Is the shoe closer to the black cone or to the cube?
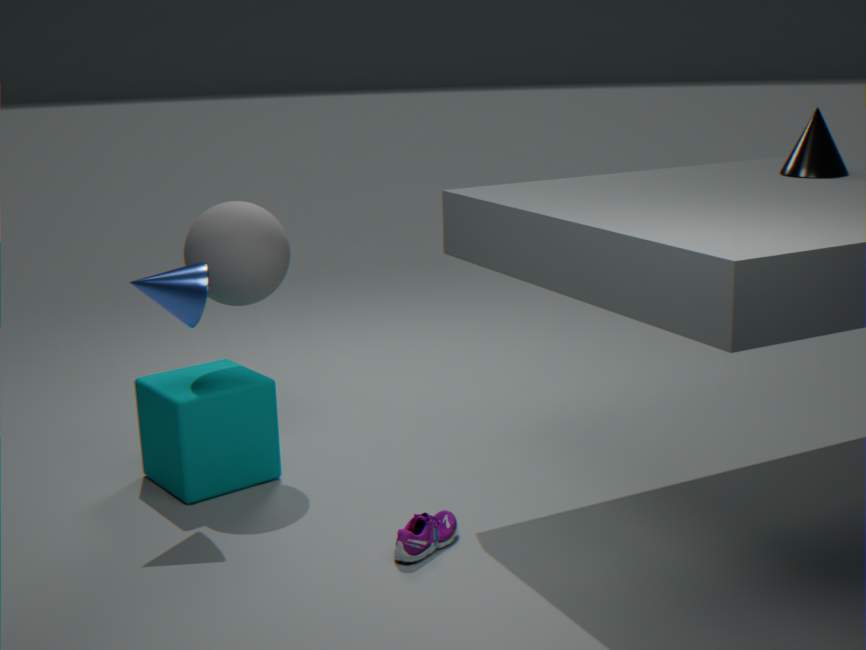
the cube
